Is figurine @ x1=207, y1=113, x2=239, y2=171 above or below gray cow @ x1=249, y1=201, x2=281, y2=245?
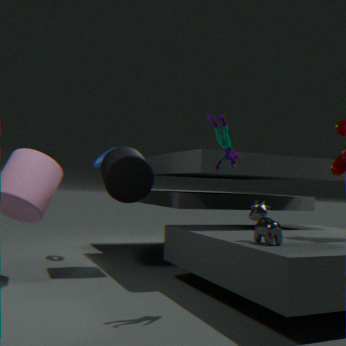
above
